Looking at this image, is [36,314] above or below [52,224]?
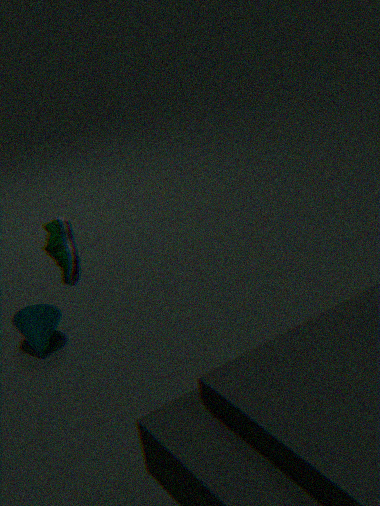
below
